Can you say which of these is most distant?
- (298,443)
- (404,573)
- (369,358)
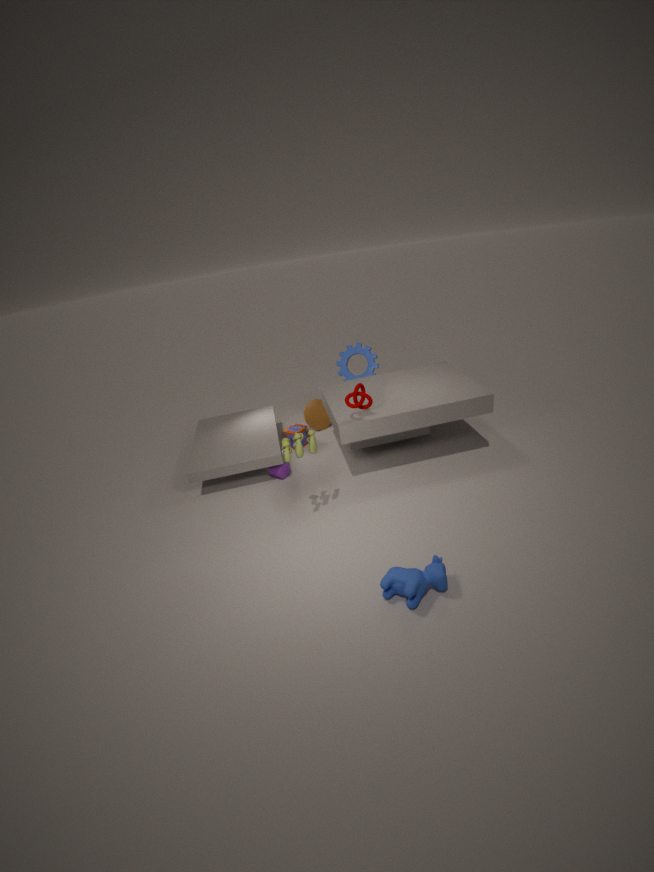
(369,358)
